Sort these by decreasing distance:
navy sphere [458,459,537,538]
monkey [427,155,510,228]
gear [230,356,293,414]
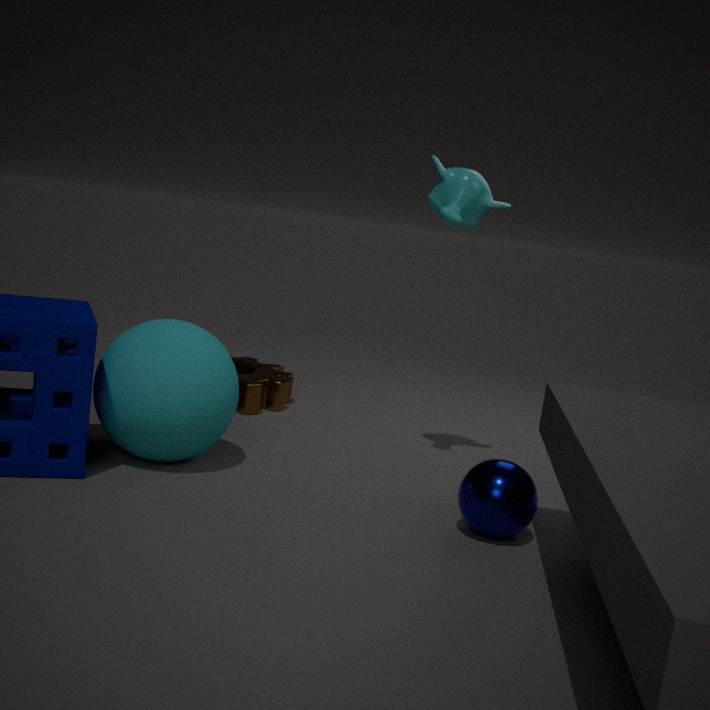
1. gear [230,356,293,414]
2. monkey [427,155,510,228]
3. navy sphere [458,459,537,538]
